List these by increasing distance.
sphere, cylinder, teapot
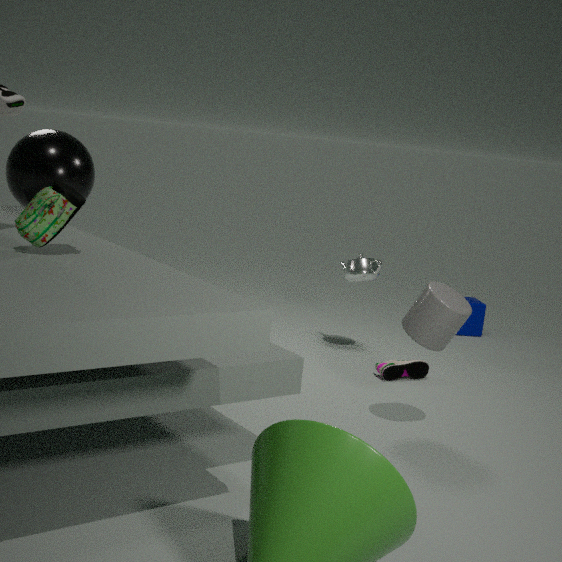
cylinder → sphere → teapot
